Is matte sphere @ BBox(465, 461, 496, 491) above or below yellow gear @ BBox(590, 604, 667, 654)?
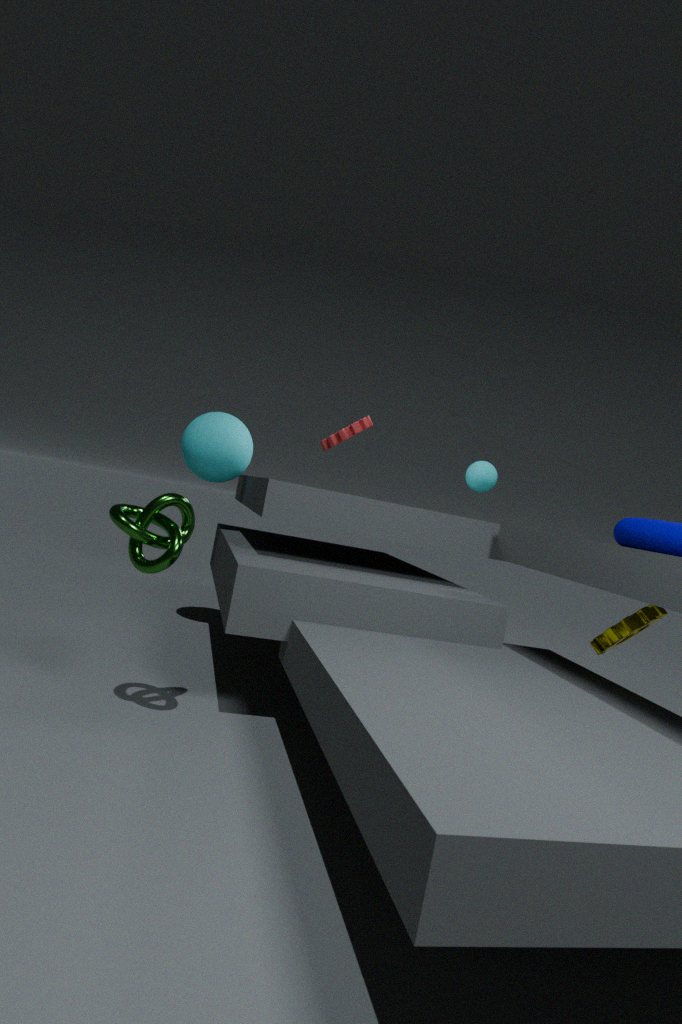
above
